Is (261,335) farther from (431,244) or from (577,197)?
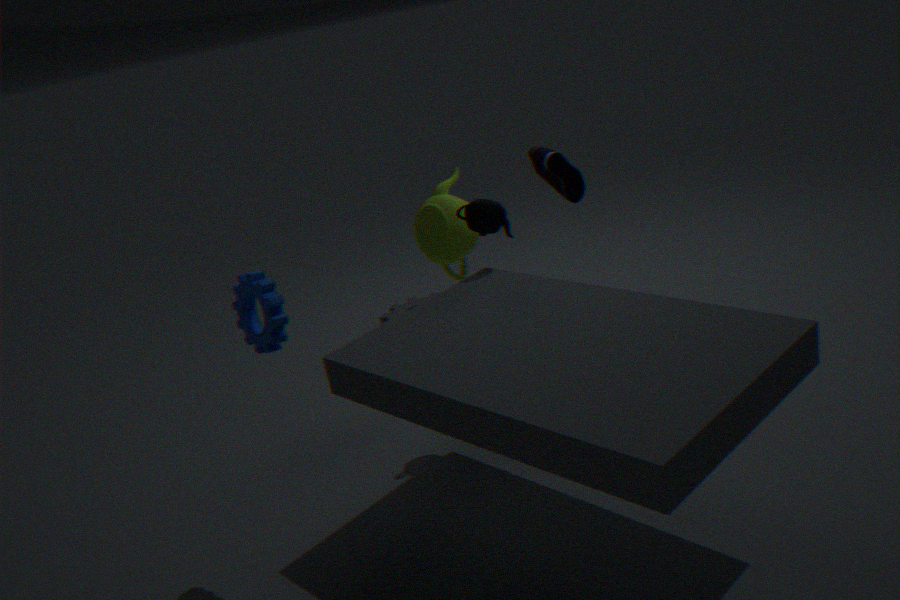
(577,197)
